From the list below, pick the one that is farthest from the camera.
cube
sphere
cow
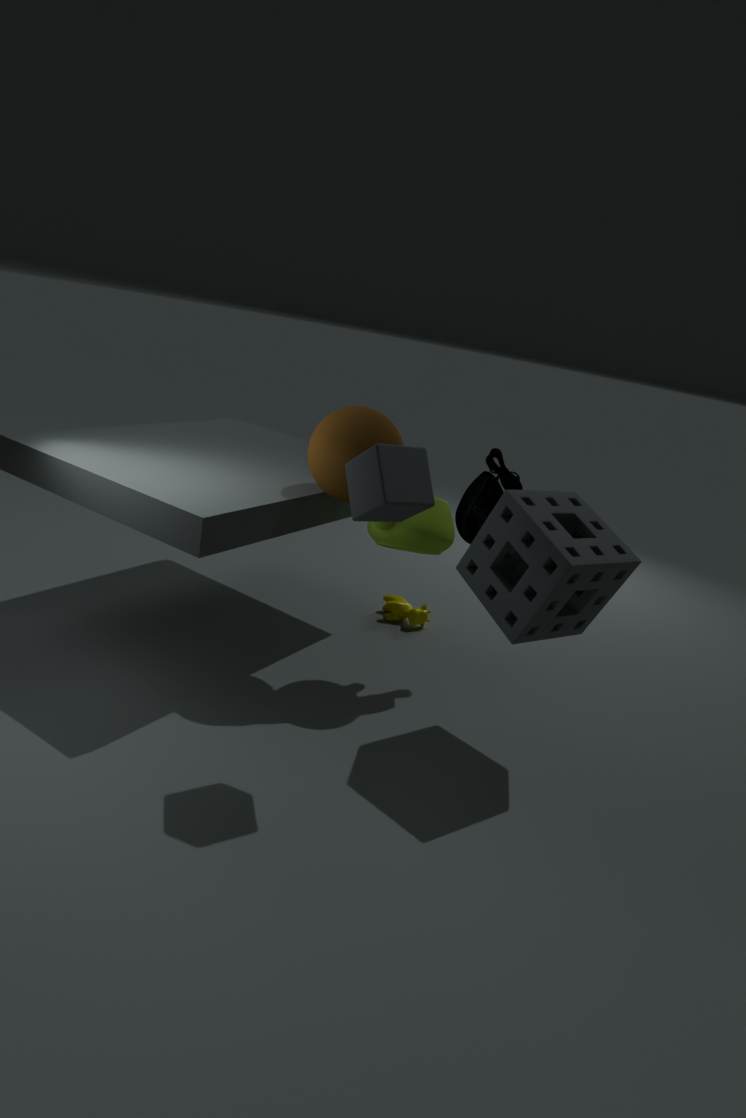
cow
